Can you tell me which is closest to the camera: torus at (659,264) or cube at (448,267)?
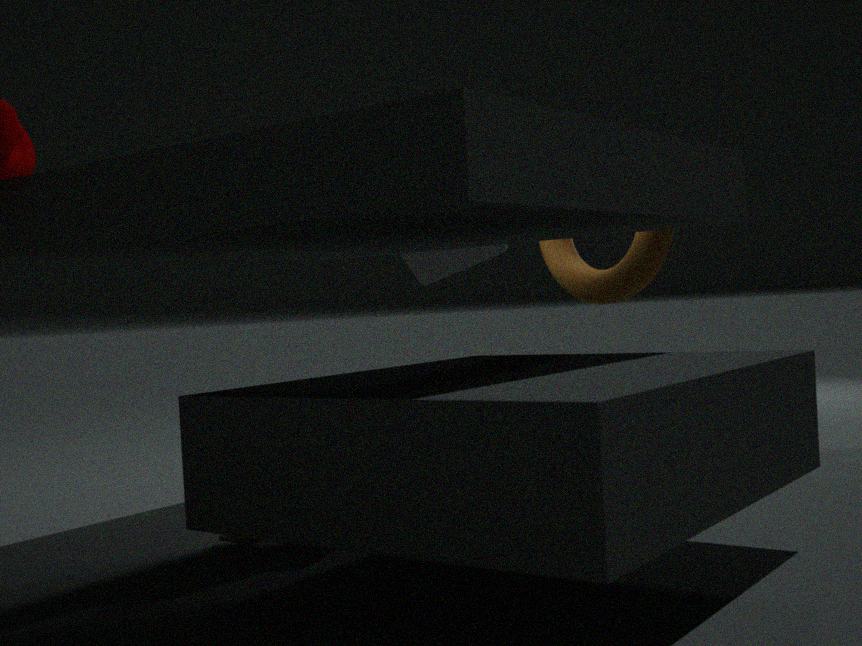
torus at (659,264)
